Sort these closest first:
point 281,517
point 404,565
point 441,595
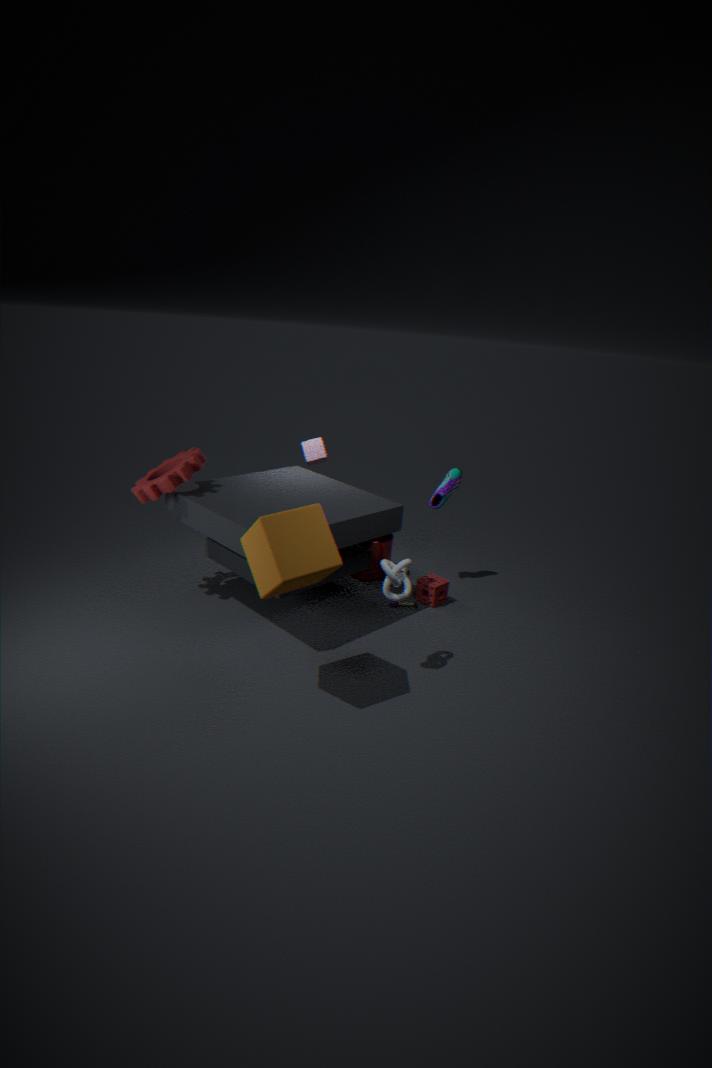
point 281,517 < point 404,565 < point 441,595
